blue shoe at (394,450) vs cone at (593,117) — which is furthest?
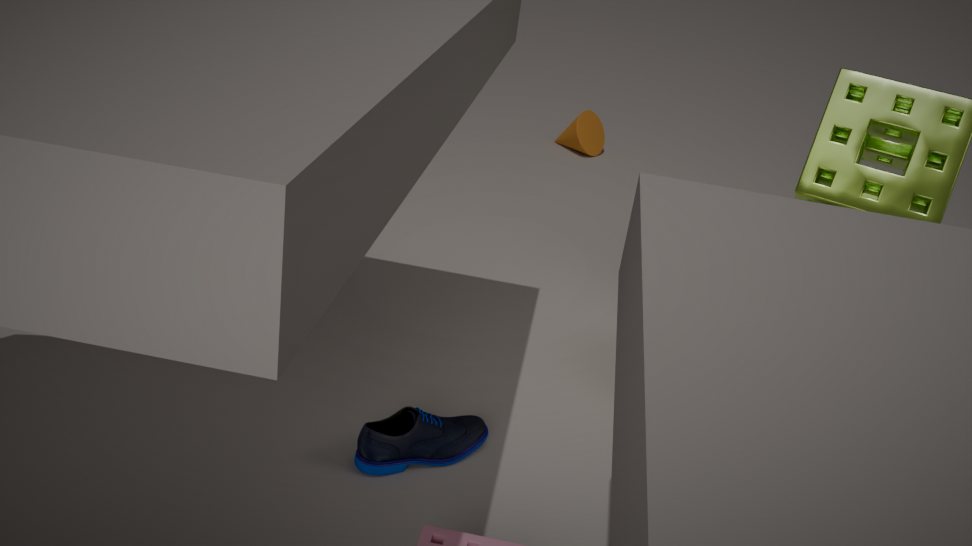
cone at (593,117)
